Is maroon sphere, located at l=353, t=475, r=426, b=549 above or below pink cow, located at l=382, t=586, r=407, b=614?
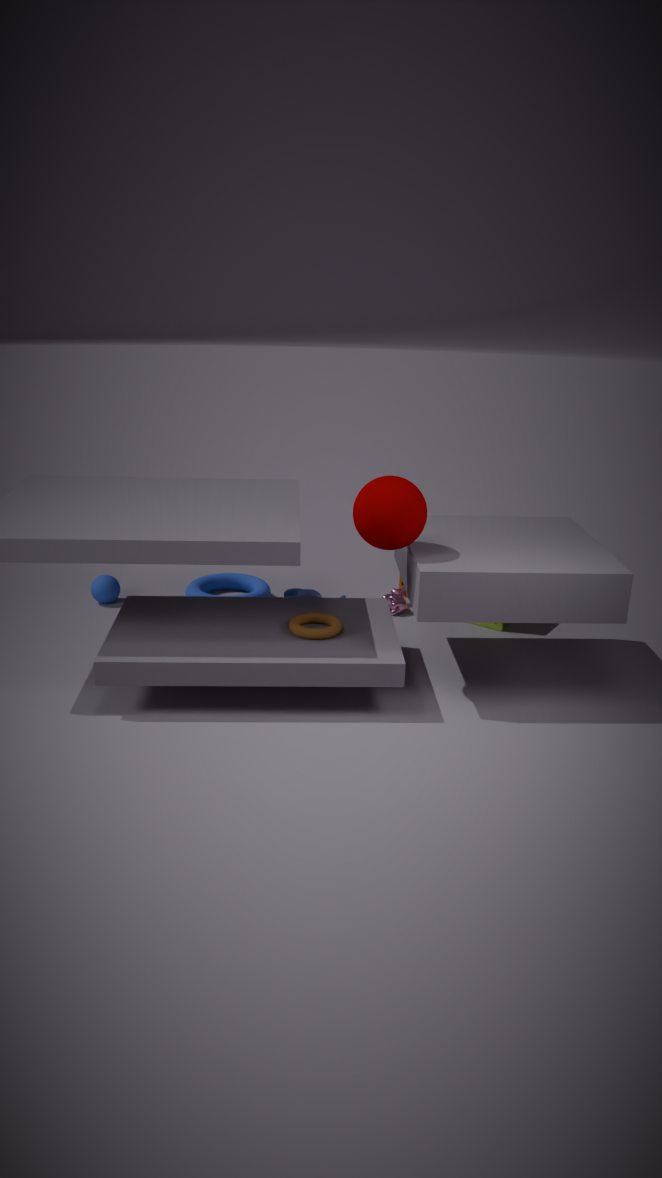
above
